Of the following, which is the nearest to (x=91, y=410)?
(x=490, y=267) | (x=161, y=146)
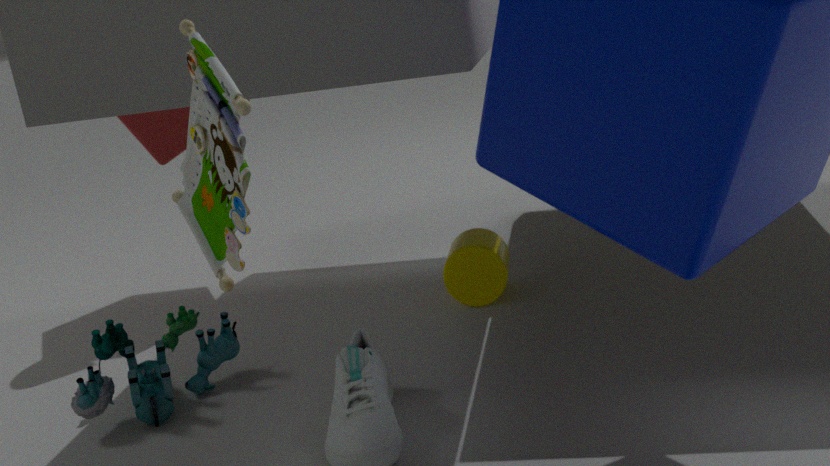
(x=490, y=267)
